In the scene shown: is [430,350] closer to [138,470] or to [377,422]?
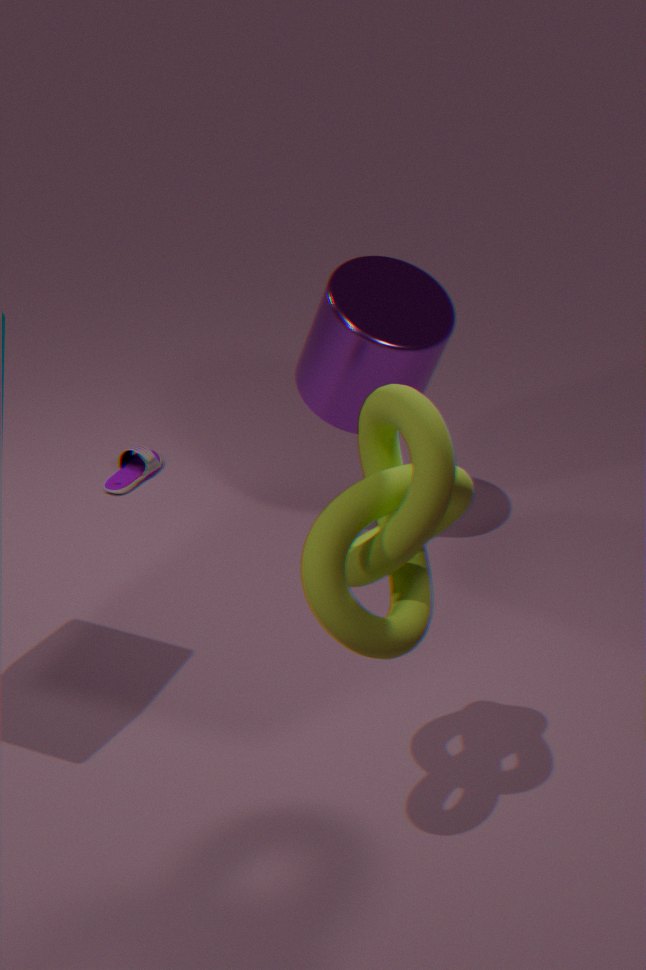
[138,470]
